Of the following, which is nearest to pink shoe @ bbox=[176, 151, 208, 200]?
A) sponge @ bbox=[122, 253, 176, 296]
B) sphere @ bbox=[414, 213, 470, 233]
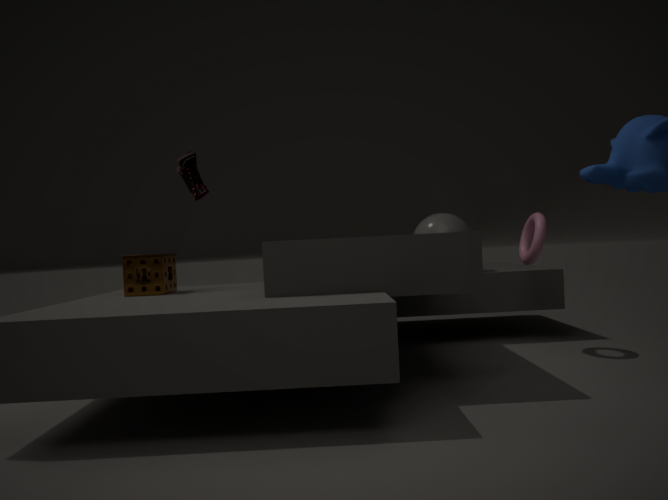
sponge @ bbox=[122, 253, 176, 296]
